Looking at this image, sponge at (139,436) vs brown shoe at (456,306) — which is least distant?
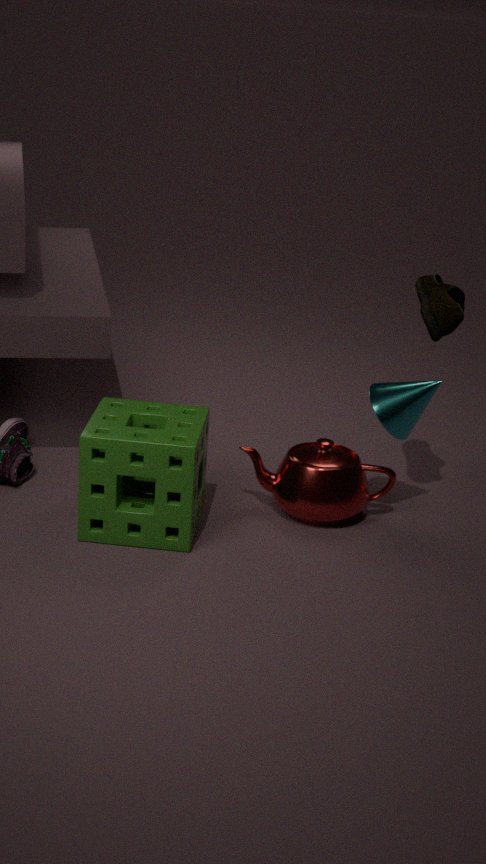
sponge at (139,436)
